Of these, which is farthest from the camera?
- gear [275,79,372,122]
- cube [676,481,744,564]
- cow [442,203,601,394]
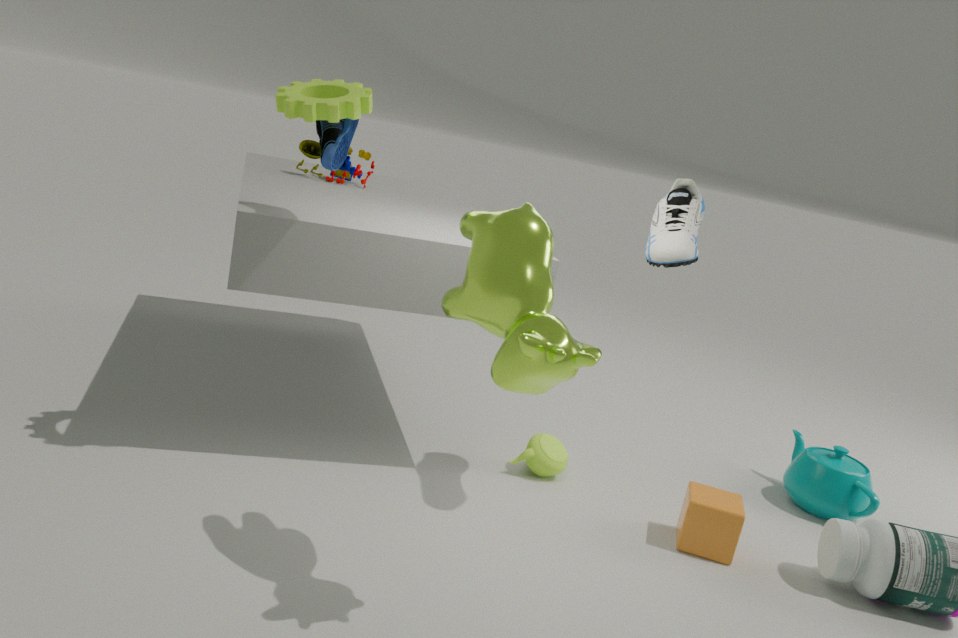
cube [676,481,744,564]
